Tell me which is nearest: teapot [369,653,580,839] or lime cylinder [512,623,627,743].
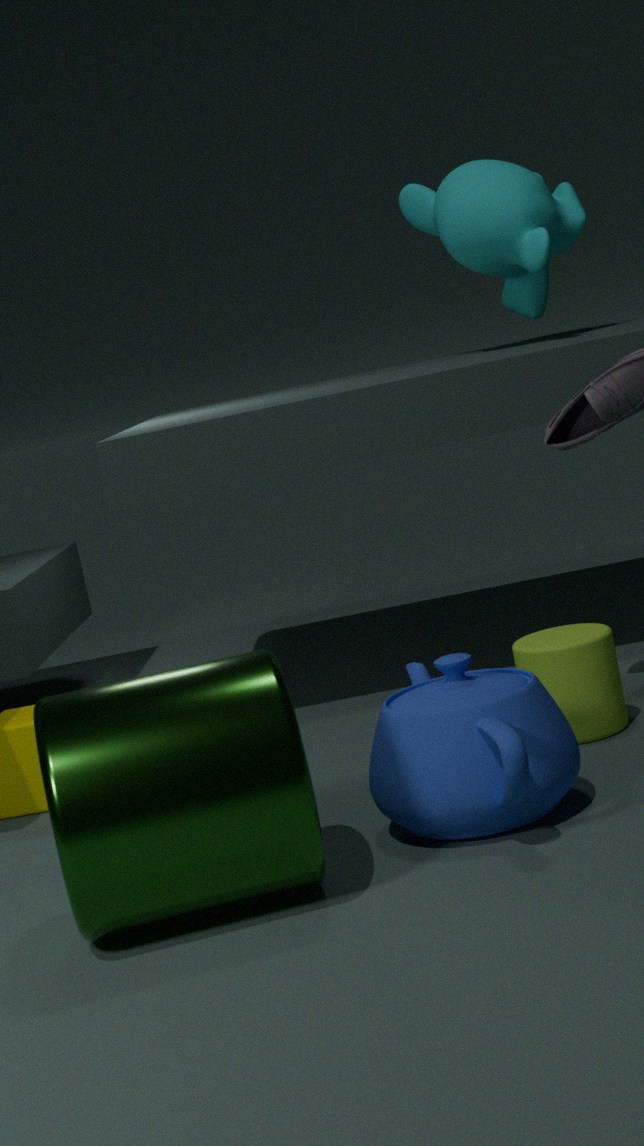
teapot [369,653,580,839]
